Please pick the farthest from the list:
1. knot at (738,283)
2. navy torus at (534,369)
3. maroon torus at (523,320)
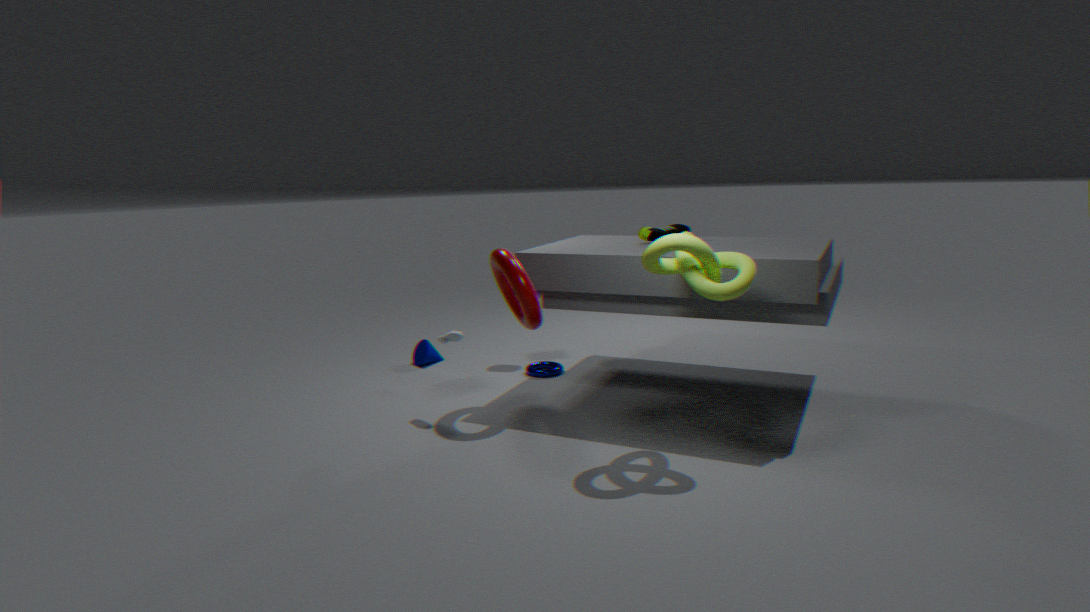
navy torus at (534,369)
